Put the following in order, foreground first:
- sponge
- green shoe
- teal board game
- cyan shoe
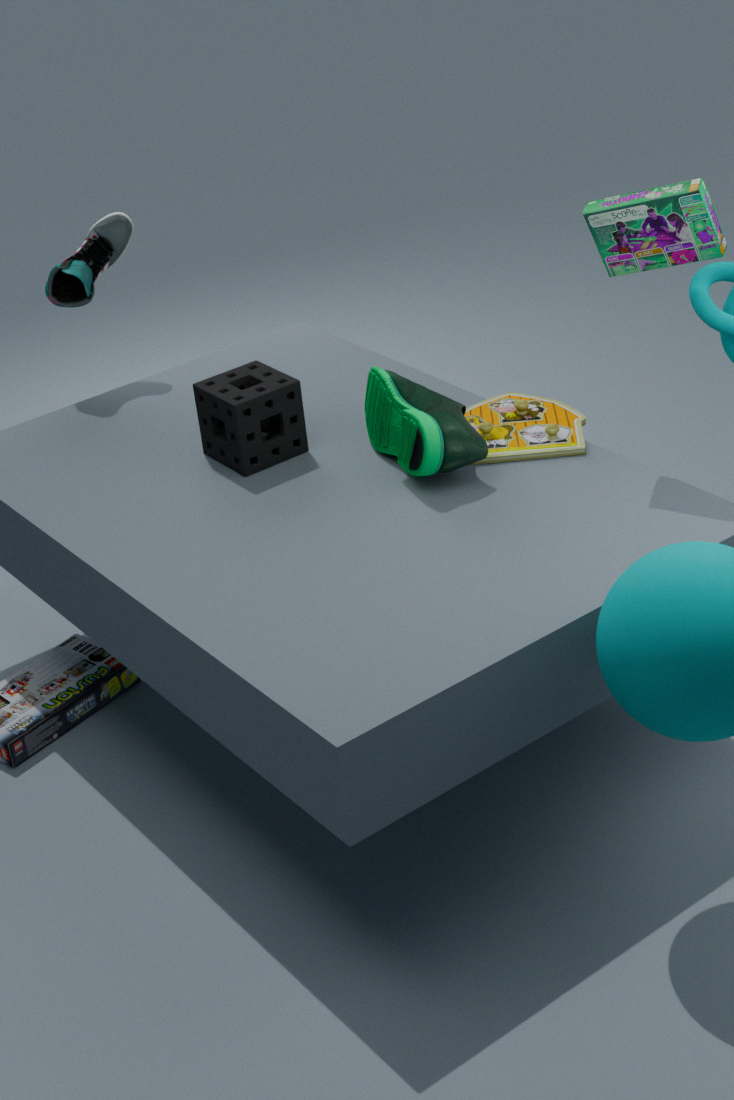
teal board game < green shoe < sponge < cyan shoe
